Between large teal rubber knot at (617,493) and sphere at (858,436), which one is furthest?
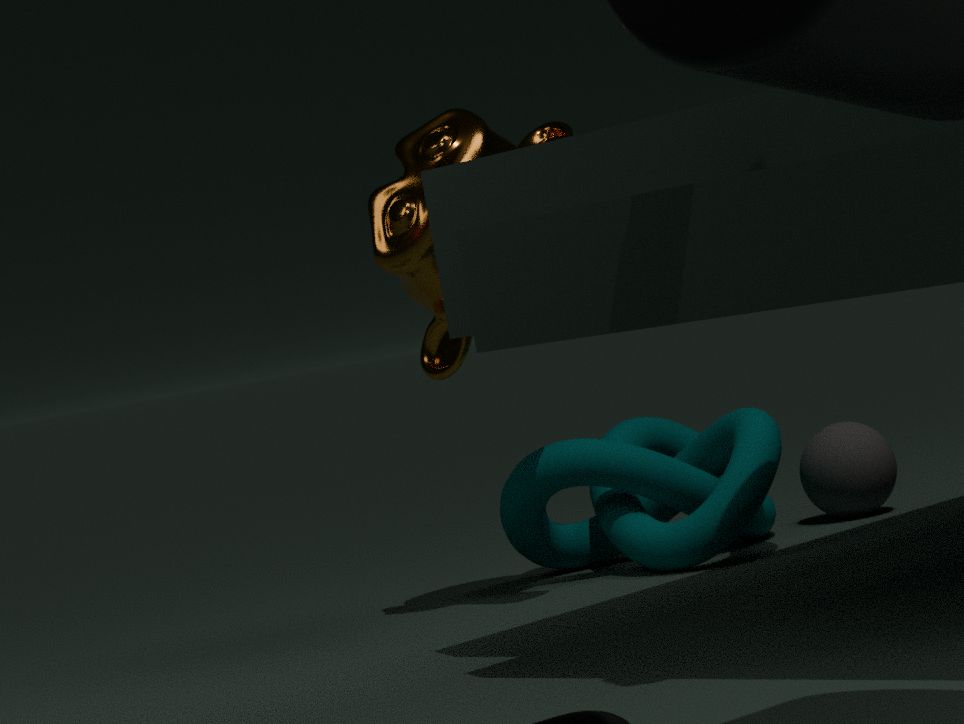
sphere at (858,436)
